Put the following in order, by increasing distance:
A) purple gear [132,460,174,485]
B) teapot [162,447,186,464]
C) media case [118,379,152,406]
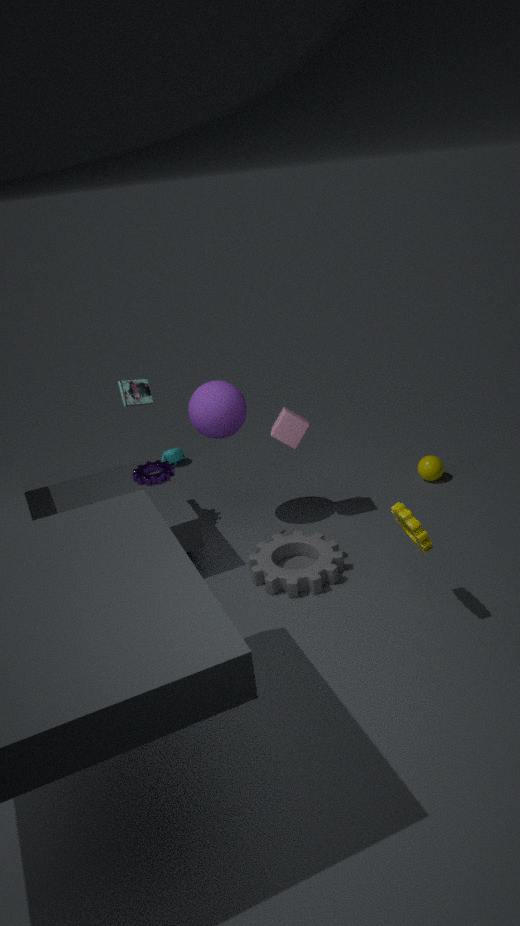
media case [118,379,152,406] → purple gear [132,460,174,485] → teapot [162,447,186,464]
